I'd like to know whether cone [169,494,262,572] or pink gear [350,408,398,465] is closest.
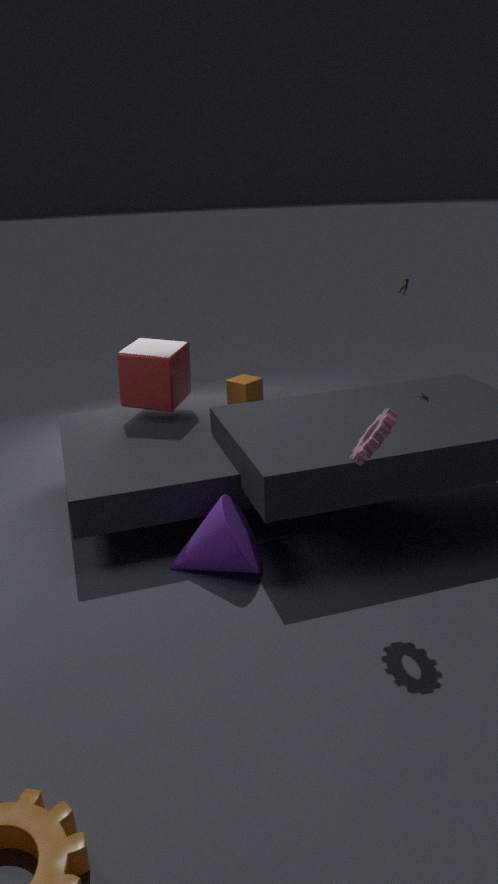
pink gear [350,408,398,465]
